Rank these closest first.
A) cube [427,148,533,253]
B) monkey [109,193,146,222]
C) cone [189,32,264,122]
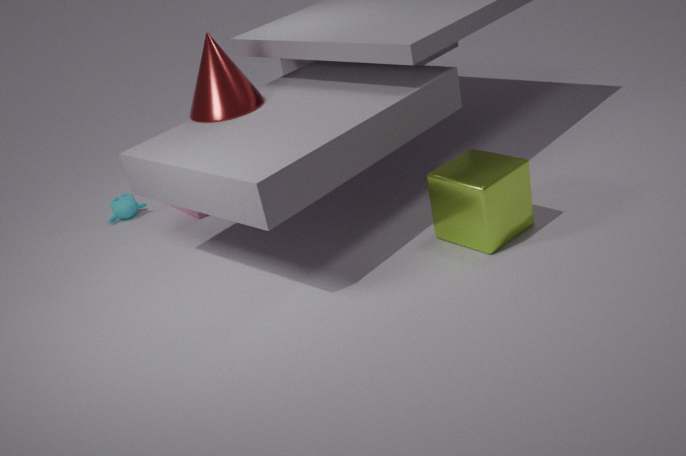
cube [427,148,533,253], cone [189,32,264,122], monkey [109,193,146,222]
